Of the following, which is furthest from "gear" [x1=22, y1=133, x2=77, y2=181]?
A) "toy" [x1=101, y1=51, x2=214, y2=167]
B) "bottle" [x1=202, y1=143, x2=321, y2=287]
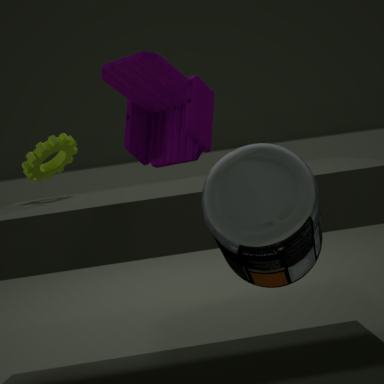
"bottle" [x1=202, y1=143, x2=321, y2=287]
